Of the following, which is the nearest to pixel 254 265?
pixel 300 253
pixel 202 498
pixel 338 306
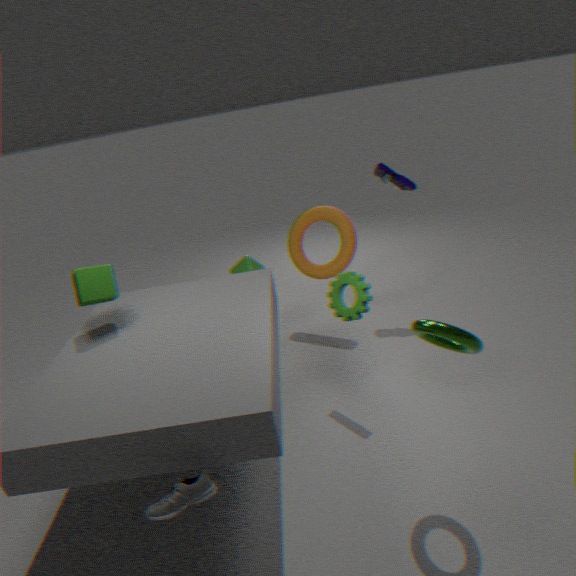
pixel 300 253
